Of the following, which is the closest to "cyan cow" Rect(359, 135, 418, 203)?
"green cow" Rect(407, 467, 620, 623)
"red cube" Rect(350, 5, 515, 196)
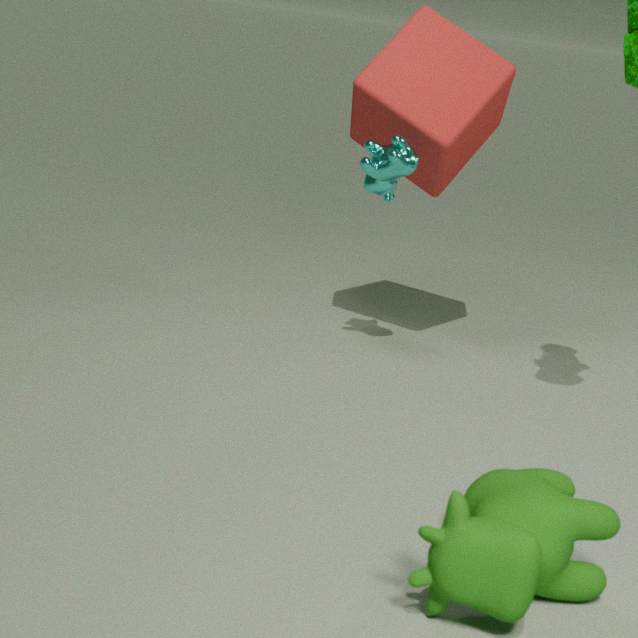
Answer: "red cube" Rect(350, 5, 515, 196)
